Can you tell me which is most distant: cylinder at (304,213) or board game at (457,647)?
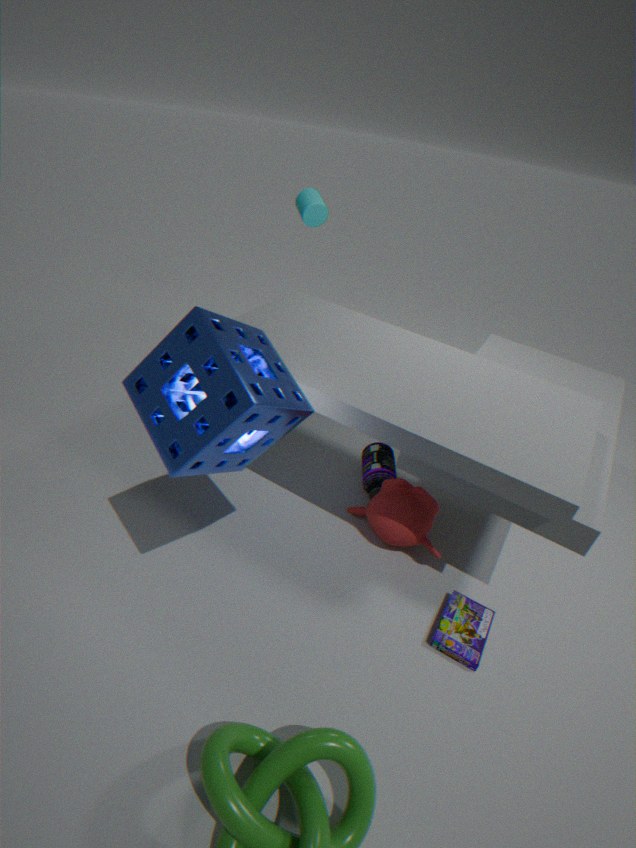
cylinder at (304,213)
